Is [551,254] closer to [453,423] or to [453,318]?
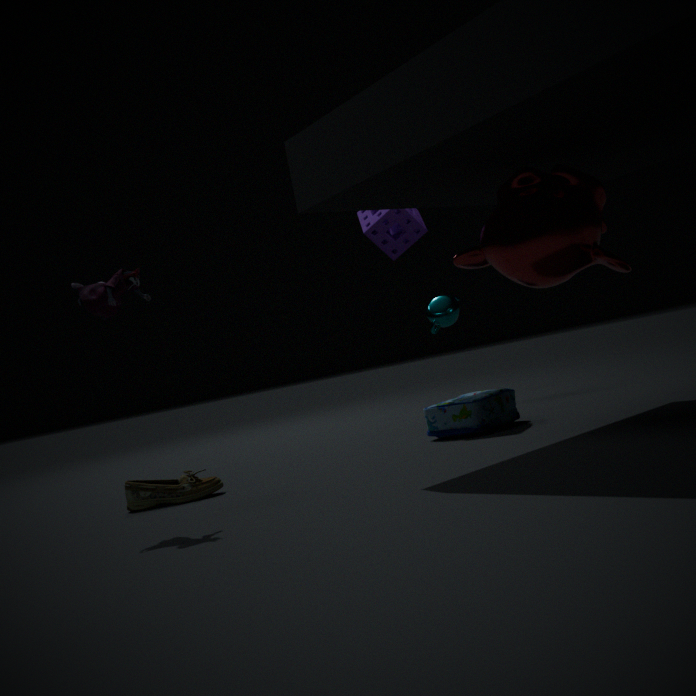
[453,423]
